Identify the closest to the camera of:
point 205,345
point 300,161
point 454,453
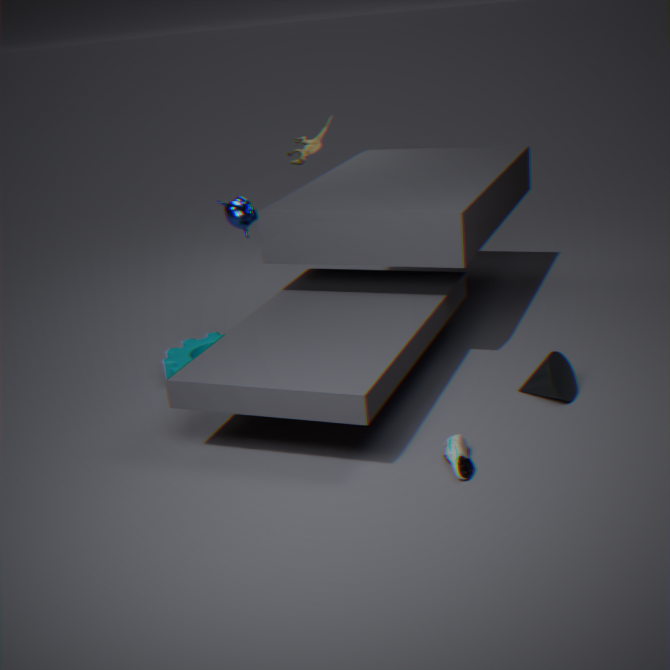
point 454,453
